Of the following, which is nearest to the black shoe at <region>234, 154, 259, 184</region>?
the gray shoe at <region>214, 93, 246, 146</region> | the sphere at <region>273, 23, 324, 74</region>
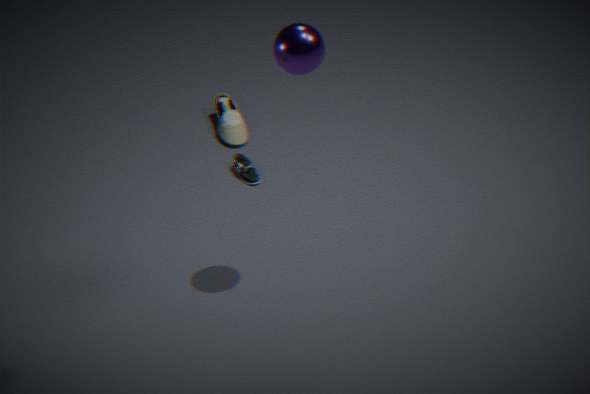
the gray shoe at <region>214, 93, 246, 146</region>
